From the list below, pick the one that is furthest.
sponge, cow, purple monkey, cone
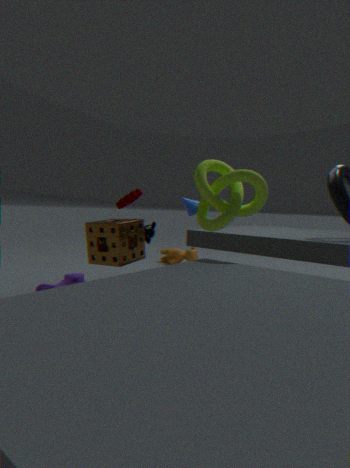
cow
